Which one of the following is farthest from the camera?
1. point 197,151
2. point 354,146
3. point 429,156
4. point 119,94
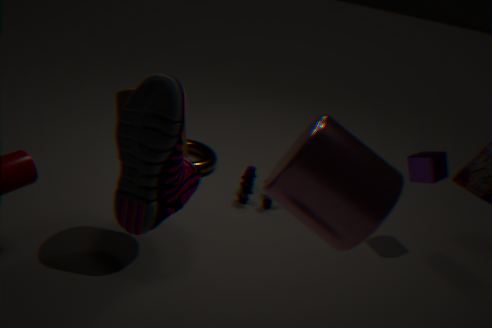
point 197,151
